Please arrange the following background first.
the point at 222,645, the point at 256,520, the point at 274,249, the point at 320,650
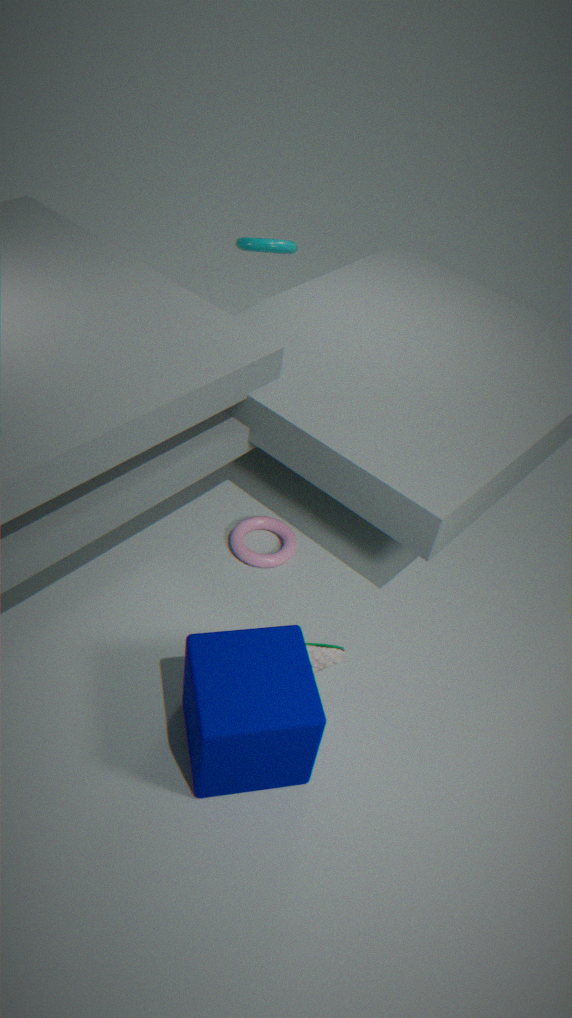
the point at 274,249 → the point at 256,520 → the point at 320,650 → the point at 222,645
